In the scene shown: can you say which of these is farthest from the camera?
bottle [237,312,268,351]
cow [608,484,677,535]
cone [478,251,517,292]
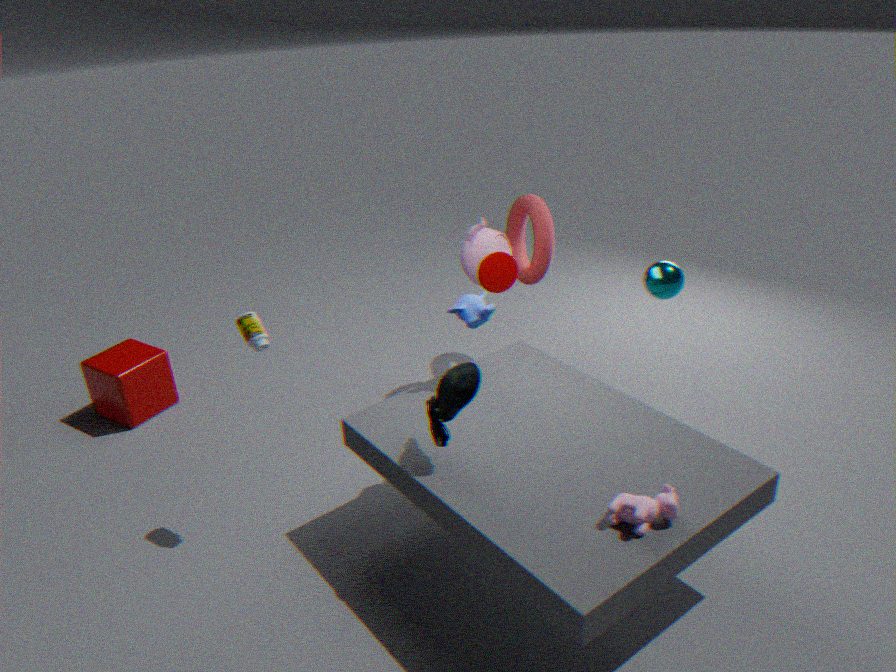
cone [478,251,517,292]
